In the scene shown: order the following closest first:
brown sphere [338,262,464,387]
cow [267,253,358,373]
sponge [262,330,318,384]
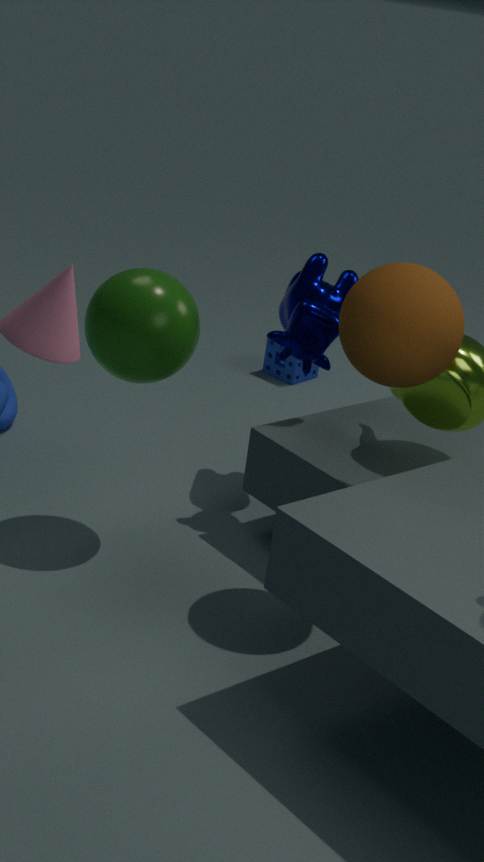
1. brown sphere [338,262,464,387]
2. cow [267,253,358,373]
3. sponge [262,330,318,384]
